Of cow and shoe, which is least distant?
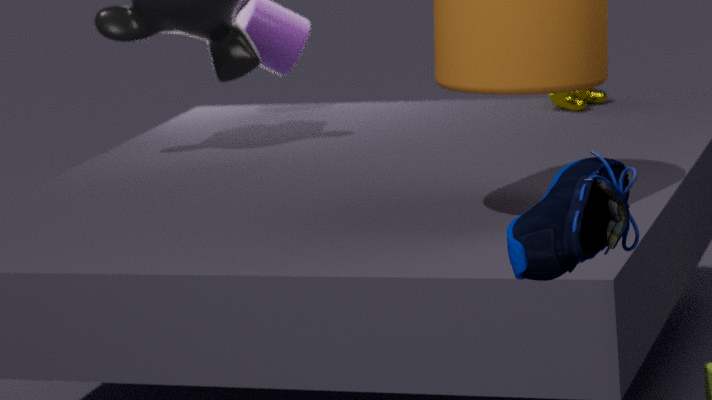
shoe
